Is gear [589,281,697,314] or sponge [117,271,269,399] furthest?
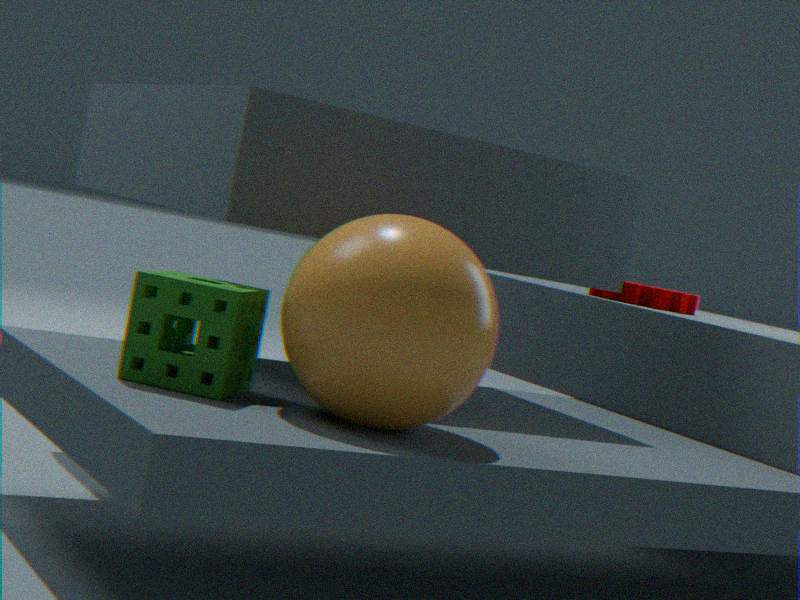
gear [589,281,697,314]
